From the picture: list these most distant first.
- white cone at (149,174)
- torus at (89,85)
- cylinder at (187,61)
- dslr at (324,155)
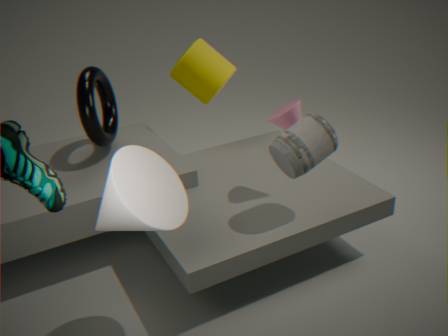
cylinder at (187,61)
torus at (89,85)
dslr at (324,155)
white cone at (149,174)
